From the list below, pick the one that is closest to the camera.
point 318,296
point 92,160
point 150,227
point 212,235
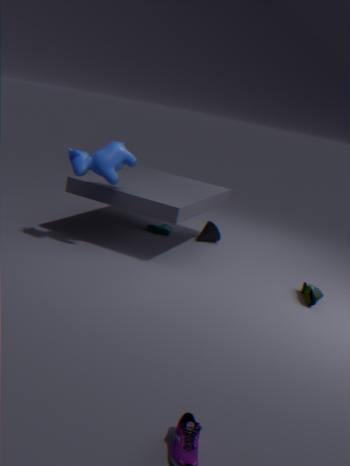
point 92,160
